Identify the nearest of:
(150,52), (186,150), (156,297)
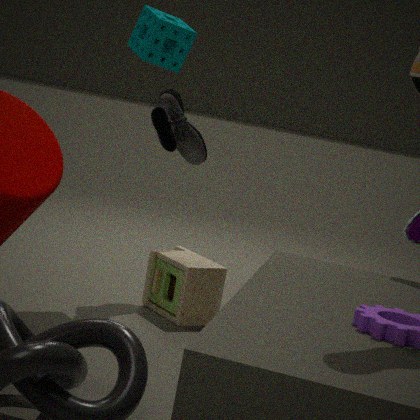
(150,52)
